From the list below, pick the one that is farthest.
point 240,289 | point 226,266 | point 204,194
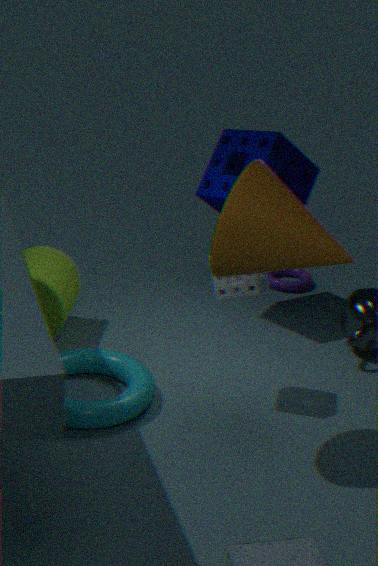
point 204,194
